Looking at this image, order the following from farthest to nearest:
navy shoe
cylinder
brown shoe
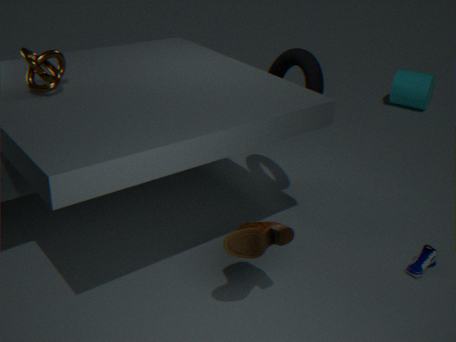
cylinder < navy shoe < brown shoe
